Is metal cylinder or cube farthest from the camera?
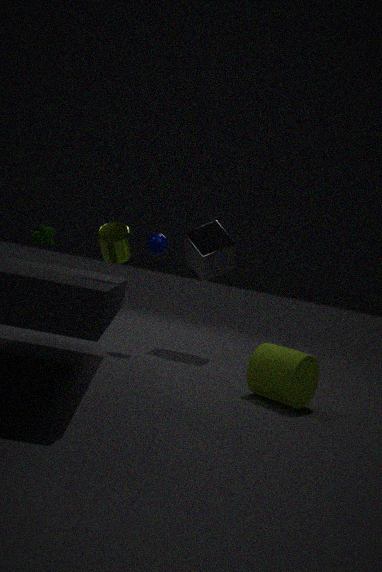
cube
